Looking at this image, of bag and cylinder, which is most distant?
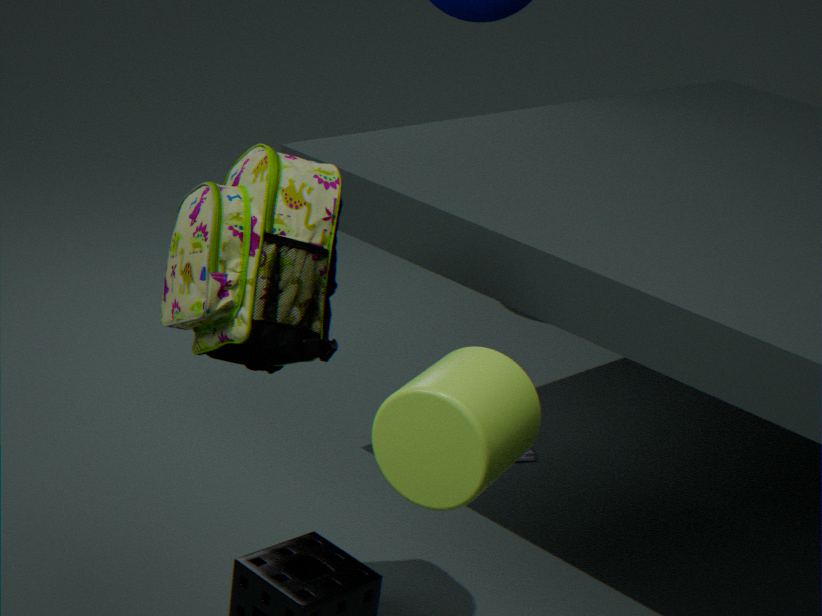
bag
